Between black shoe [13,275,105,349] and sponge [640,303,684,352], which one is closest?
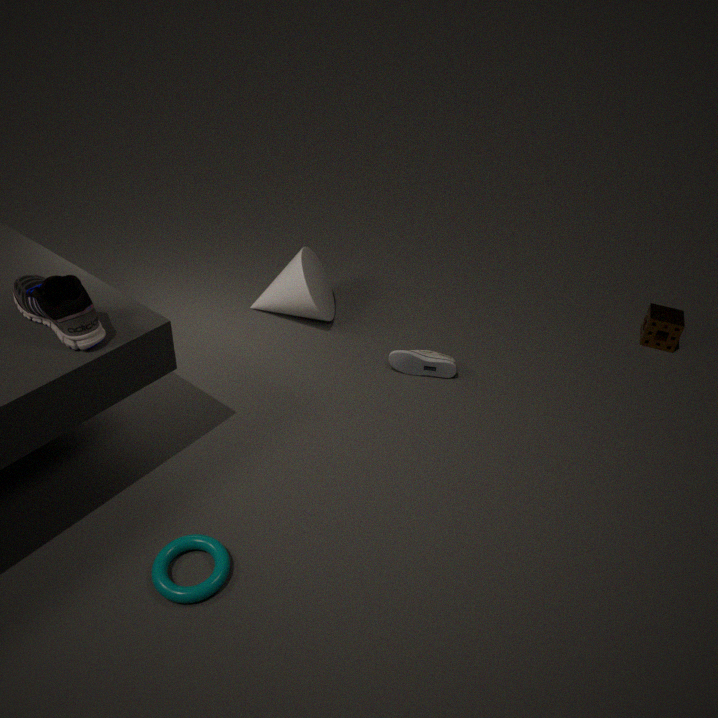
black shoe [13,275,105,349]
